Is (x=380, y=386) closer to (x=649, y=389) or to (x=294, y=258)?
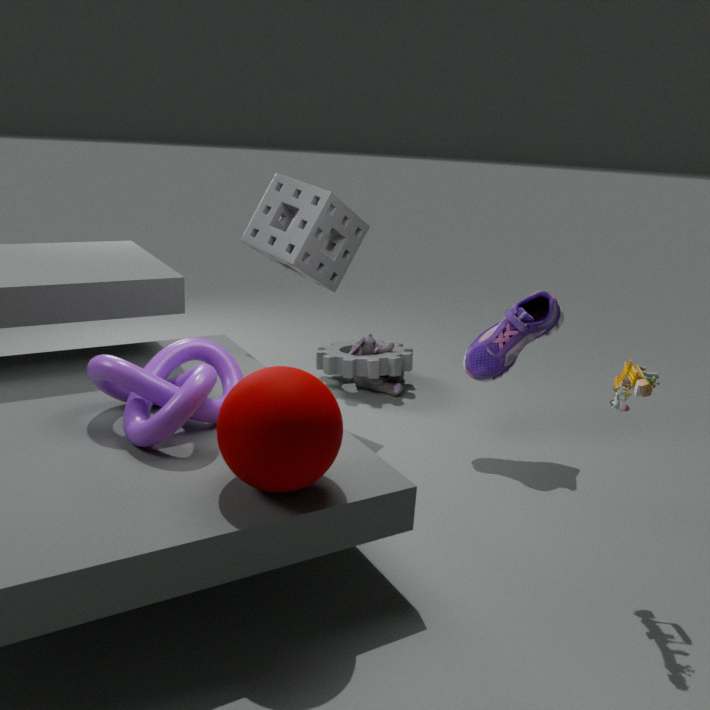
(x=294, y=258)
